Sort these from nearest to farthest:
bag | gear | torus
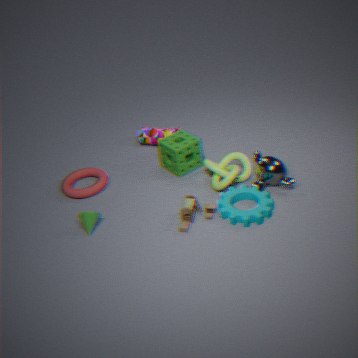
gear
torus
bag
